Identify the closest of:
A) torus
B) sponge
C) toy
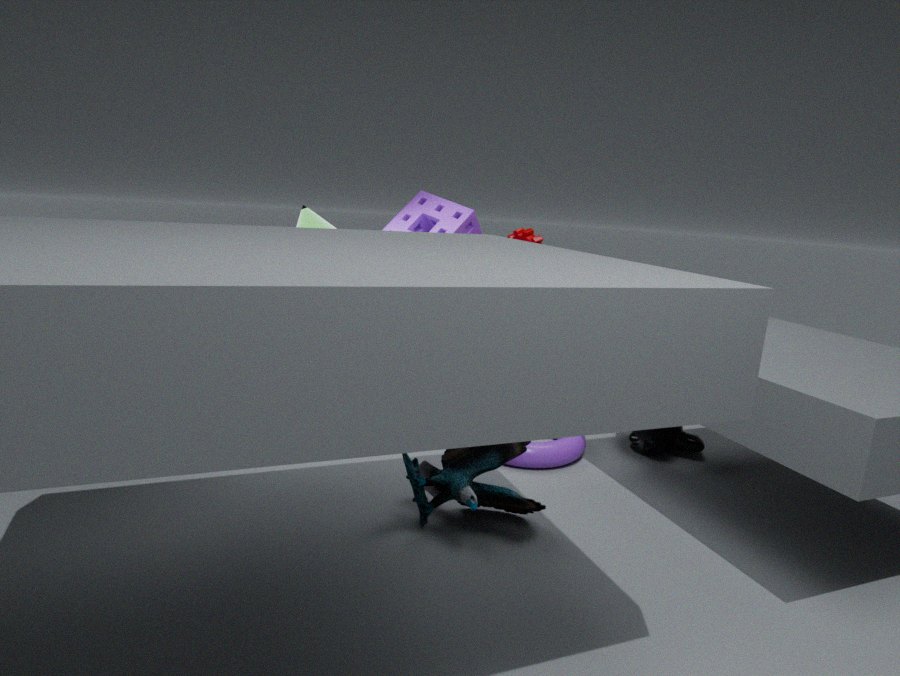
toy
